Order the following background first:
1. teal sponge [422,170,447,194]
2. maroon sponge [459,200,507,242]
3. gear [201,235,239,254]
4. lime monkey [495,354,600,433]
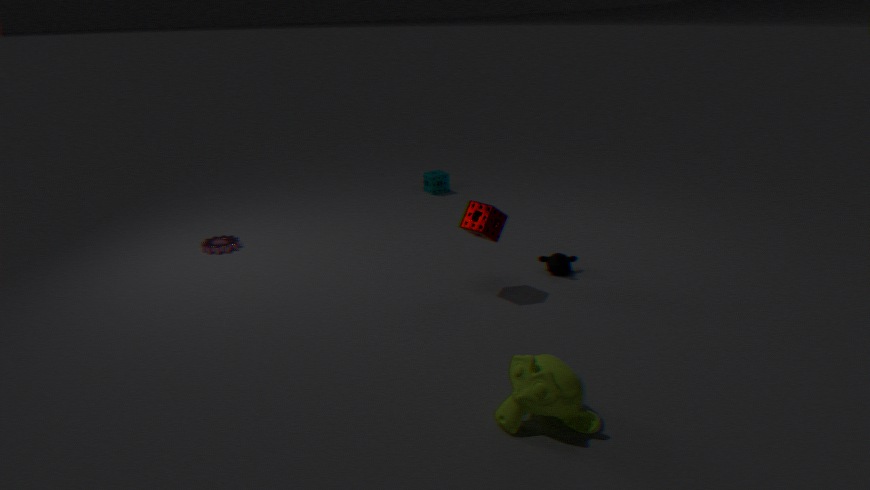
teal sponge [422,170,447,194], gear [201,235,239,254], maroon sponge [459,200,507,242], lime monkey [495,354,600,433]
